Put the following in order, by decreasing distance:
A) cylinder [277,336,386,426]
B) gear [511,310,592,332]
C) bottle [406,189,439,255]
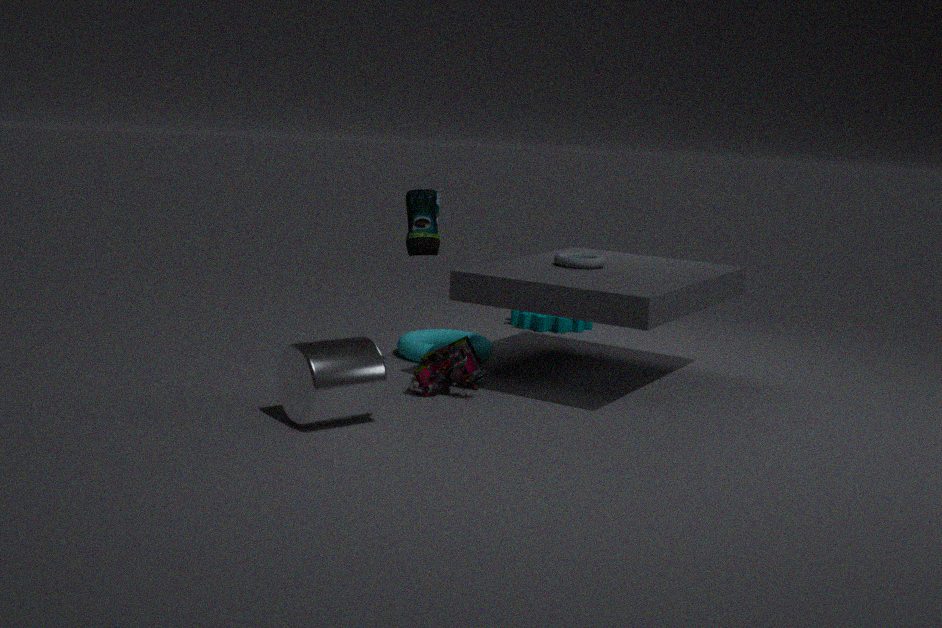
gear [511,310,592,332] < bottle [406,189,439,255] < cylinder [277,336,386,426]
